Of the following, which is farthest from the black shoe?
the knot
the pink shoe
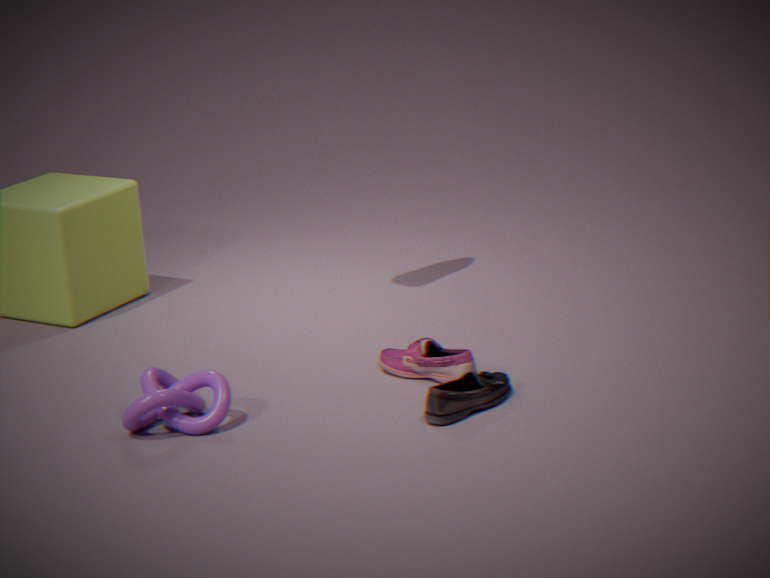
the knot
